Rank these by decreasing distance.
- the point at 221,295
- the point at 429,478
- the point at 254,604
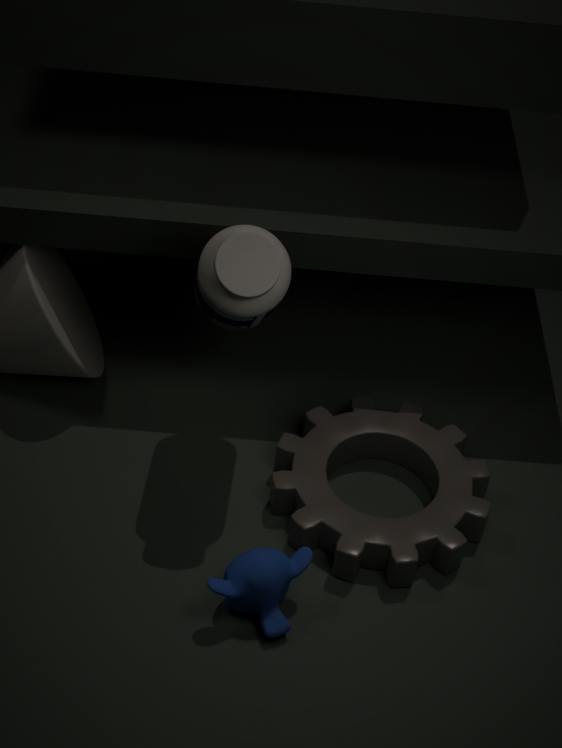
the point at 429,478
the point at 254,604
the point at 221,295
